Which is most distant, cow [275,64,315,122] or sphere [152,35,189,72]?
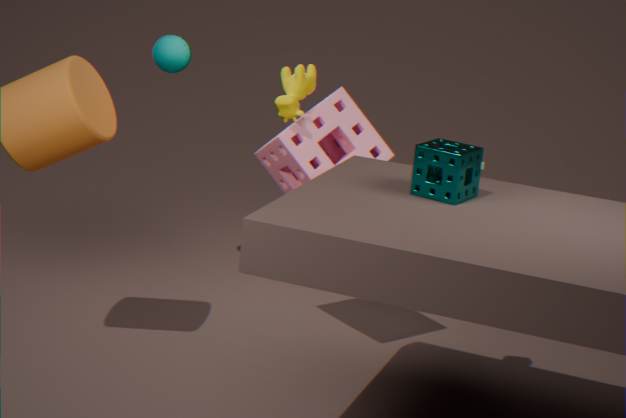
sphere [152,35,189,72]
